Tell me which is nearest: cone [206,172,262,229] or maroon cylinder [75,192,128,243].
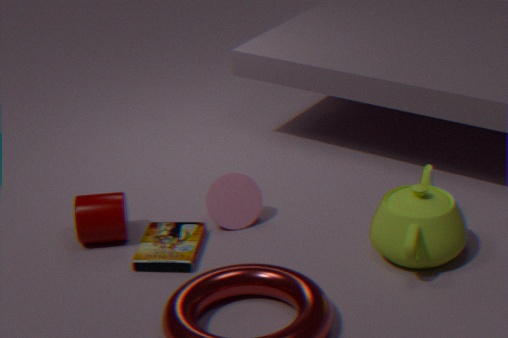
maroon cylinder [75,192,128,243]
